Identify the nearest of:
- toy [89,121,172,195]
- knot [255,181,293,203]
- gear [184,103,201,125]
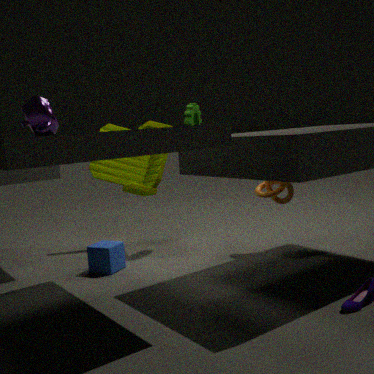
knot [255,181,293,203]
